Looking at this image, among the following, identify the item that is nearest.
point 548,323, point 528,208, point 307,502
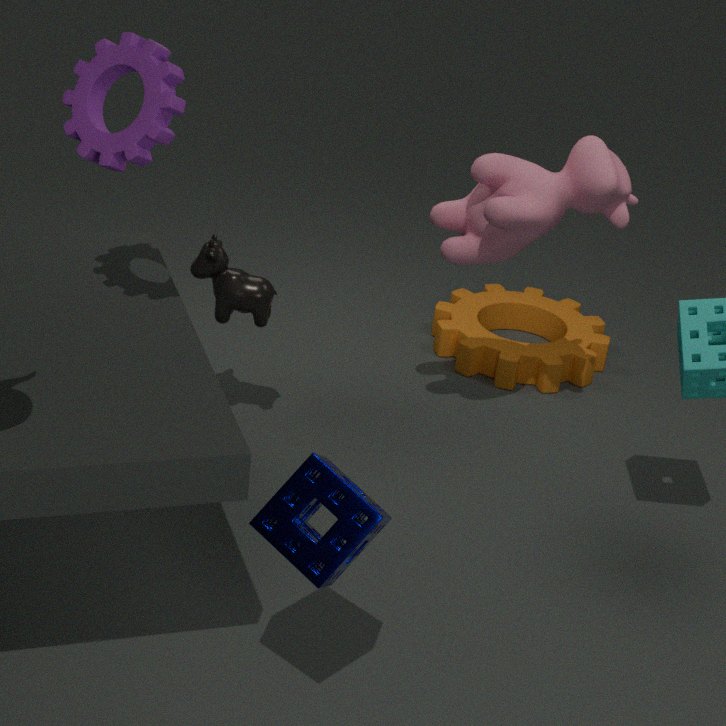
point 307,502
